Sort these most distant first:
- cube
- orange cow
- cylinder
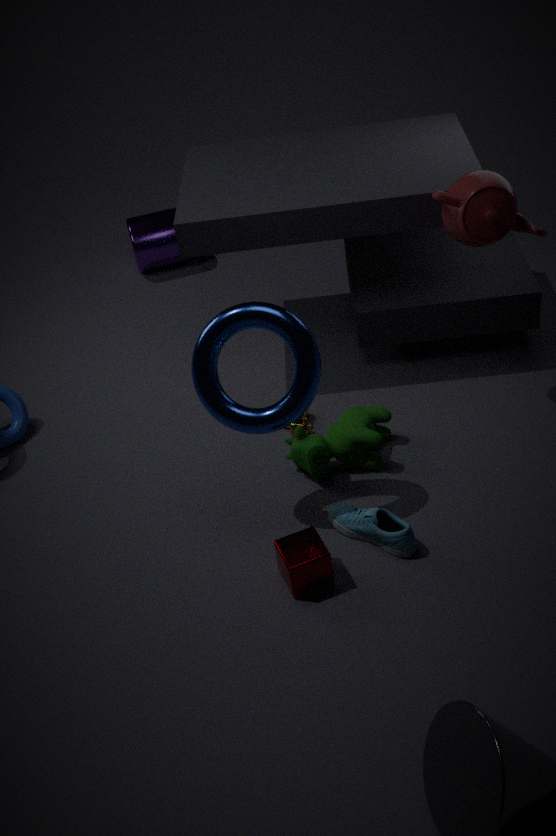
cylinder → orange cow → cube
